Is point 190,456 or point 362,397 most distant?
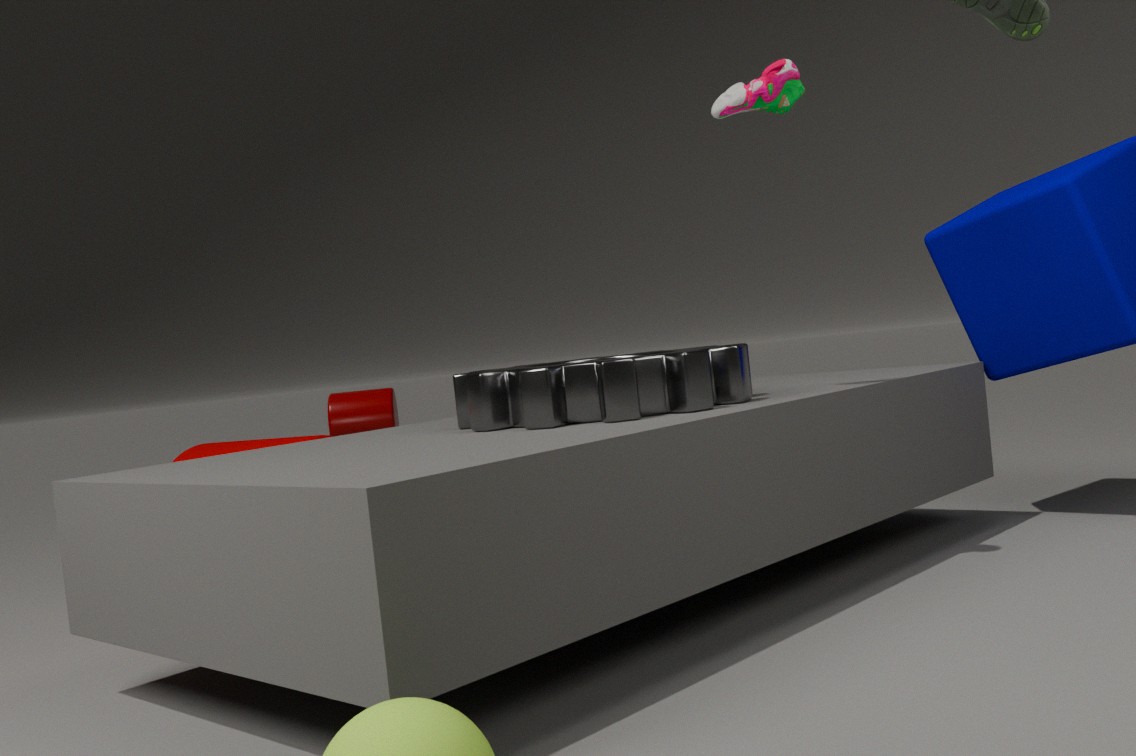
point 362,397
